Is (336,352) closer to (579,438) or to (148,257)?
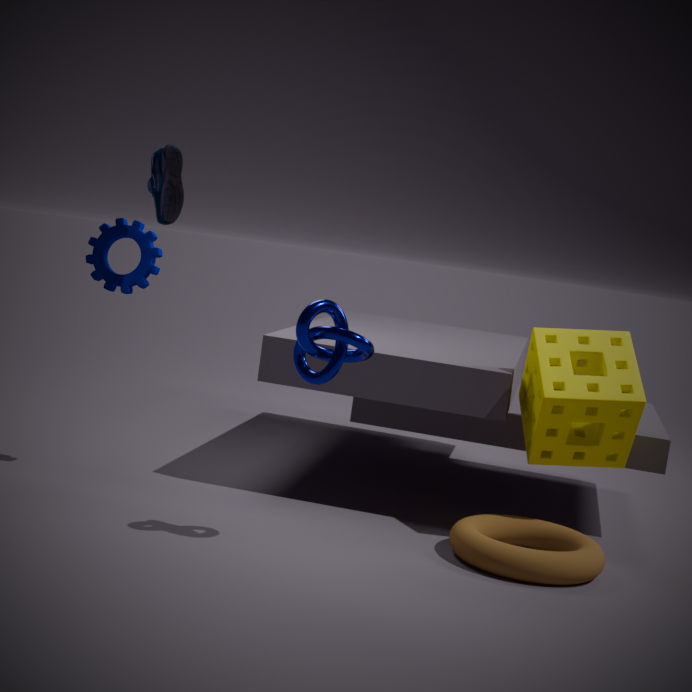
(148,257)
